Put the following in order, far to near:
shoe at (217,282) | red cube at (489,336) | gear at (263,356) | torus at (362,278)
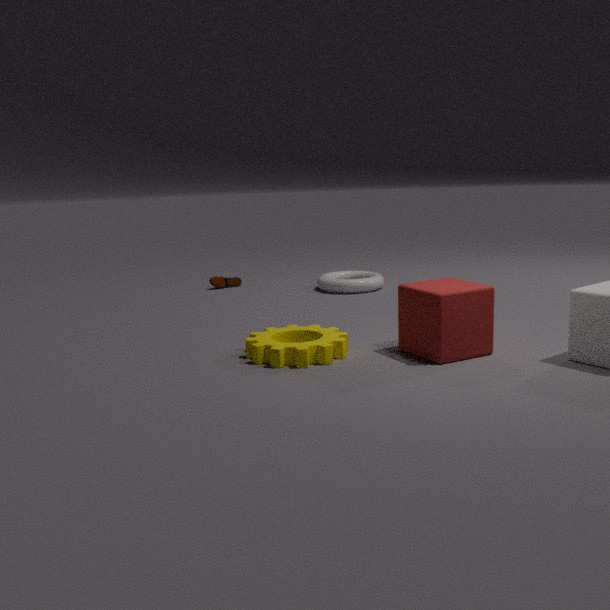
shoe at (217,282), torus at (362,278), gear at (263,356), red cube at (489,336)
